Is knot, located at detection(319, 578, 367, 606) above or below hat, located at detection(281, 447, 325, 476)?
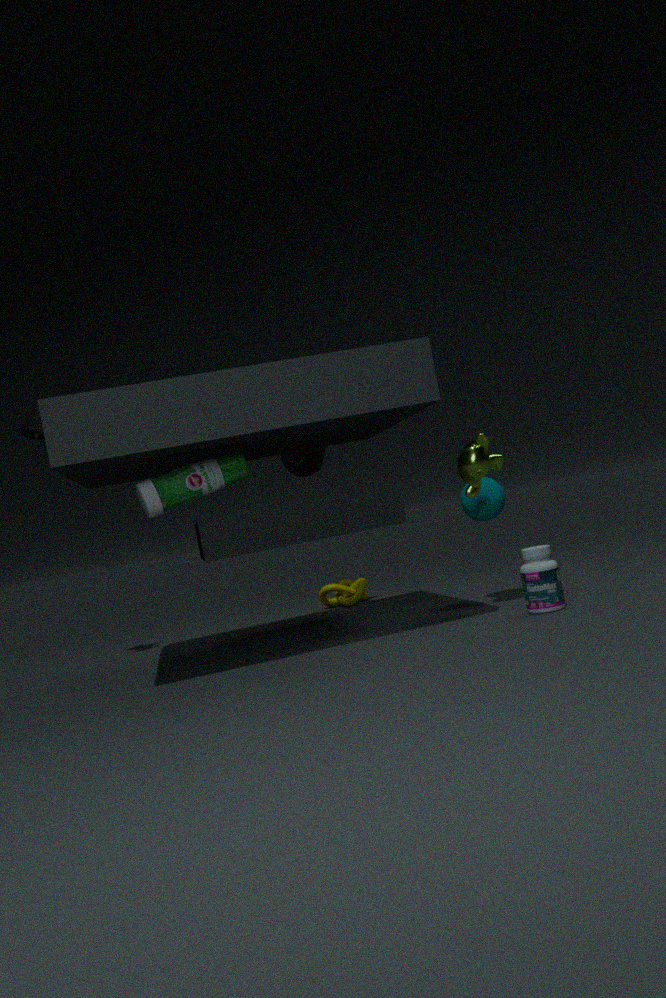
below
